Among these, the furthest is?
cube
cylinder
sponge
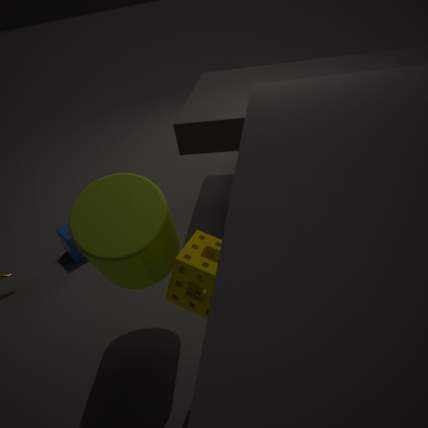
cube
